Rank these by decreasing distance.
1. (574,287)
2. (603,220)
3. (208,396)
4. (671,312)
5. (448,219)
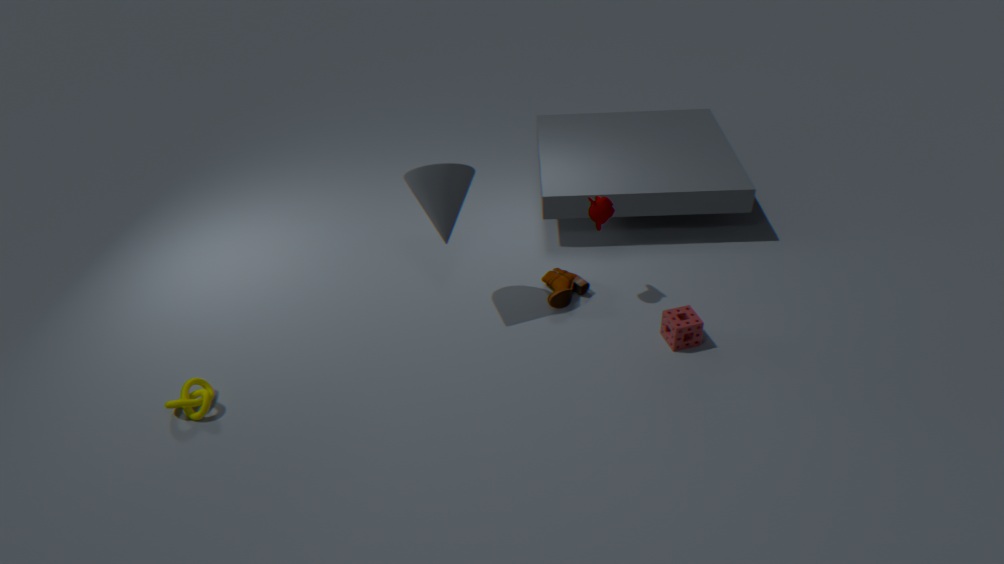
1. (574,287)
2. (603,220)
3. (671,312)
4. (448,219)
5. (208,396)
